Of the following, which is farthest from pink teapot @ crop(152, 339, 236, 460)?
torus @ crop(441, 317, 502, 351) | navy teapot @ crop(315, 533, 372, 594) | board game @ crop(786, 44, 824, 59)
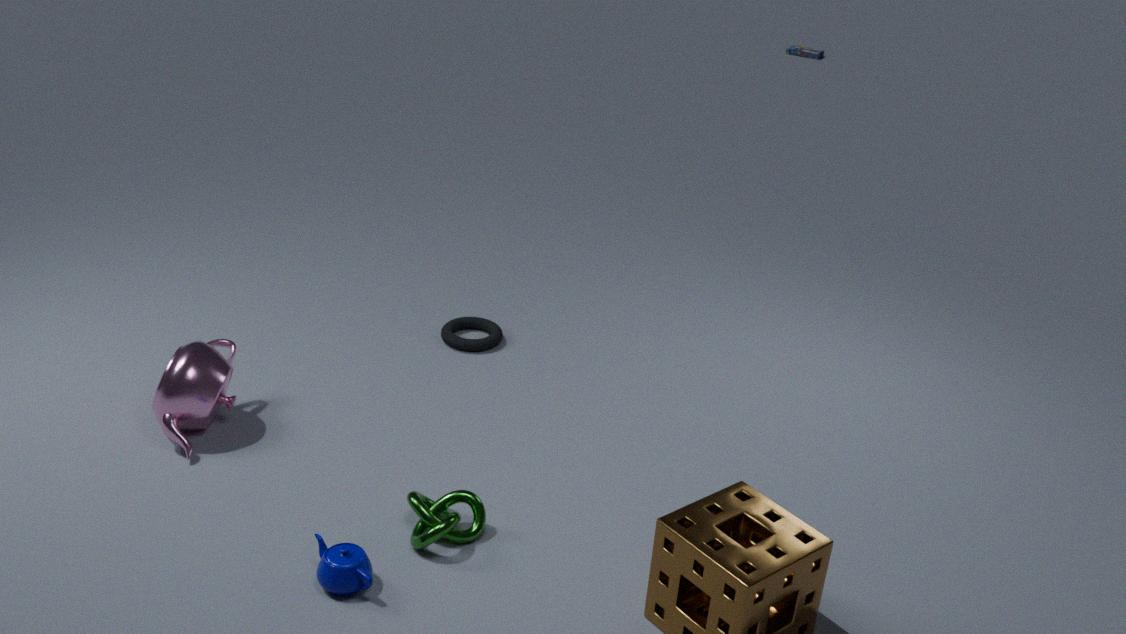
board game @ crop(786, 44, 824, 59)
